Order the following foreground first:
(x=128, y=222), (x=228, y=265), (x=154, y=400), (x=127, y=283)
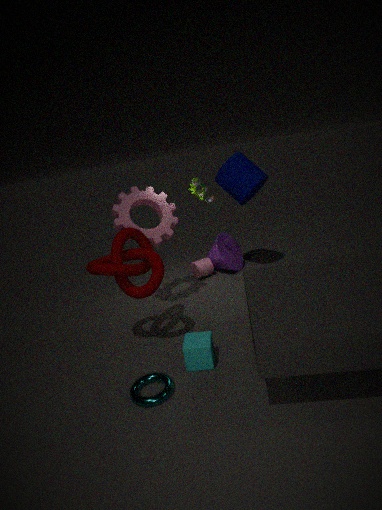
(x=154, y=400), (x=127, y=283), (x=128, y=222), (x=228, y=265)
